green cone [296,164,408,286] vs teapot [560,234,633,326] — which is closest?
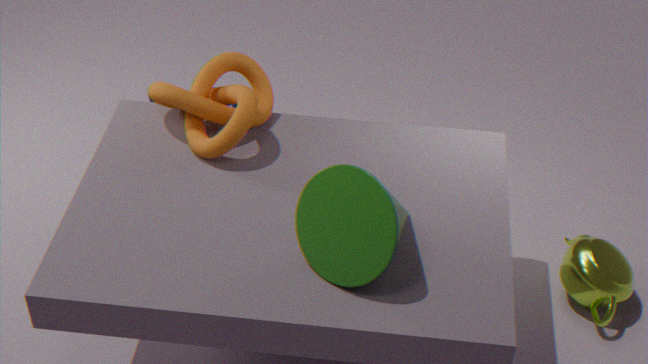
green cone [296,164,408,286]
